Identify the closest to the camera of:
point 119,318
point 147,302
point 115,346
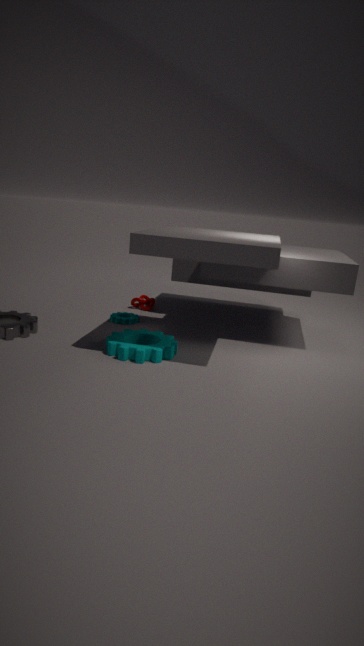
point 115,346
